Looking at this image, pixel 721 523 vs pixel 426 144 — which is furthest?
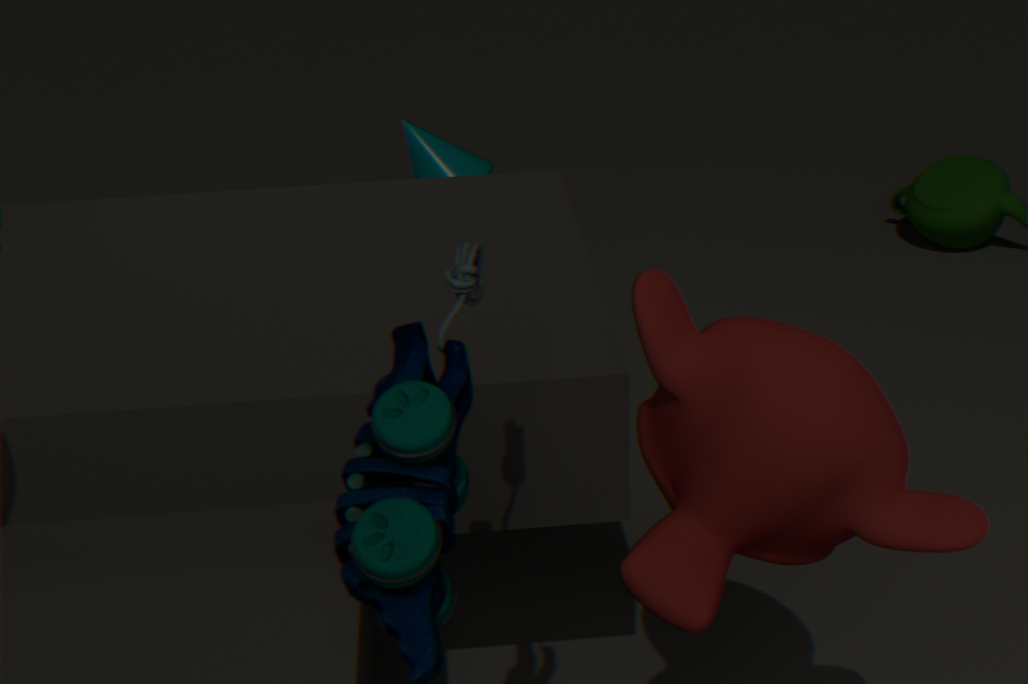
pixel 426 144
